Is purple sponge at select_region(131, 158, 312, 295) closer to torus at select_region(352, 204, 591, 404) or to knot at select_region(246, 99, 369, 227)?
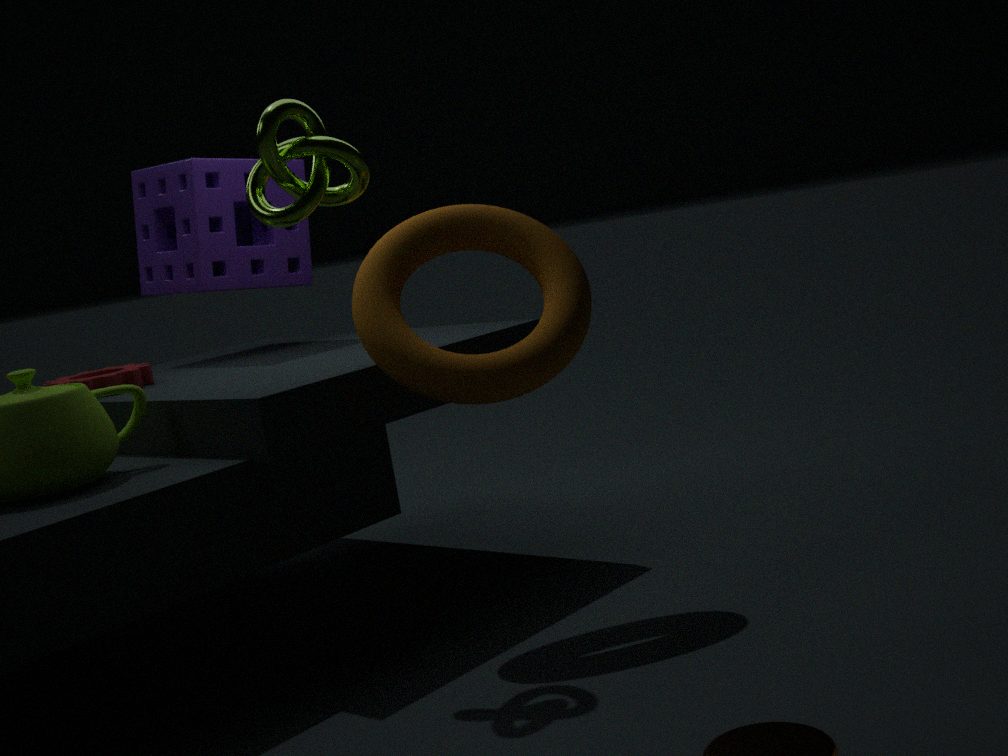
torus at select_region(352, 204, 591, 404)
